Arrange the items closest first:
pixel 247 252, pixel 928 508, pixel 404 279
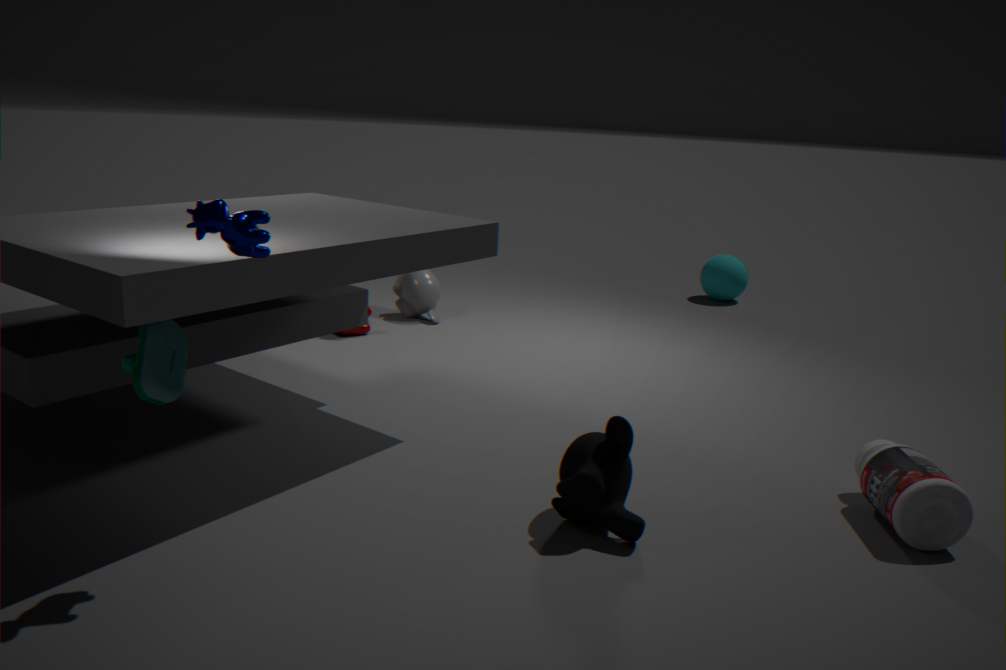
pixel 247 252 → pixel 928 508 → pixel 404 279
